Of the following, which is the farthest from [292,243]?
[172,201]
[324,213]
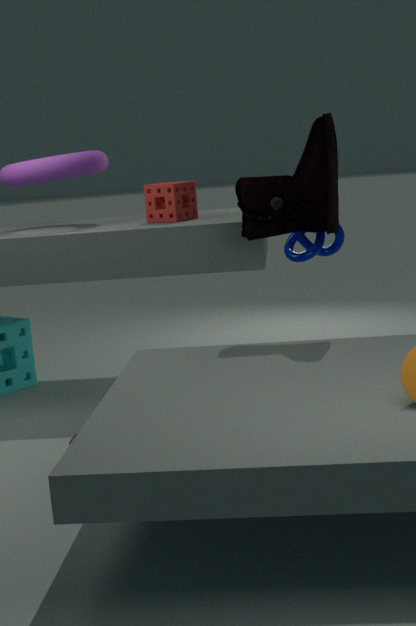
[172,201]
